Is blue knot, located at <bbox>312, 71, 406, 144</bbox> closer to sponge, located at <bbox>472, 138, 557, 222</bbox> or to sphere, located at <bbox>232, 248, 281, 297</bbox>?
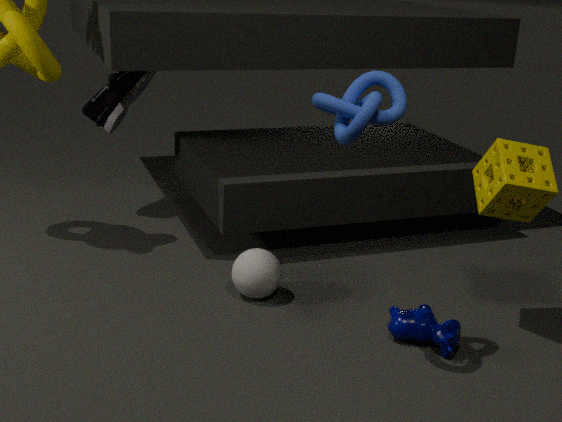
sponge, located at <bbox>472, 138, 557, 222</bbox>
